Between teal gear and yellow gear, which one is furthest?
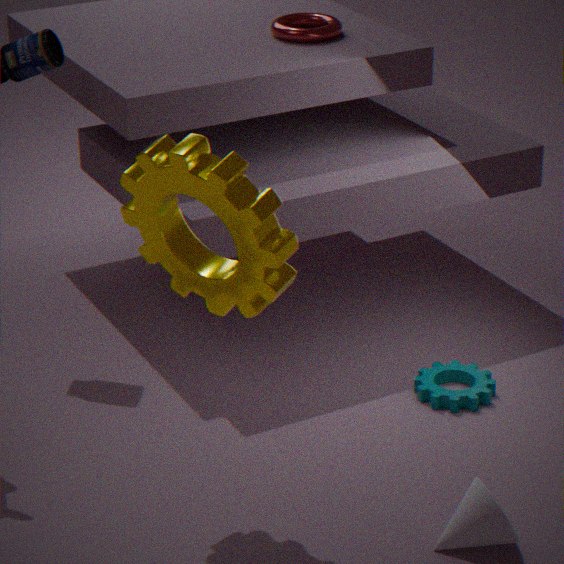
teal gear
